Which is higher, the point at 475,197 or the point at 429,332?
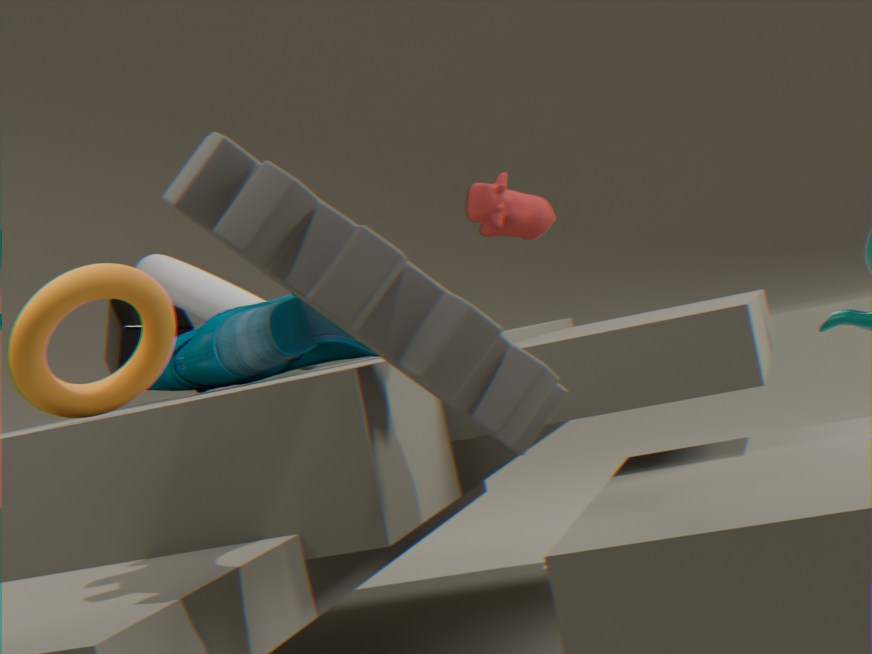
the point at 475,197
